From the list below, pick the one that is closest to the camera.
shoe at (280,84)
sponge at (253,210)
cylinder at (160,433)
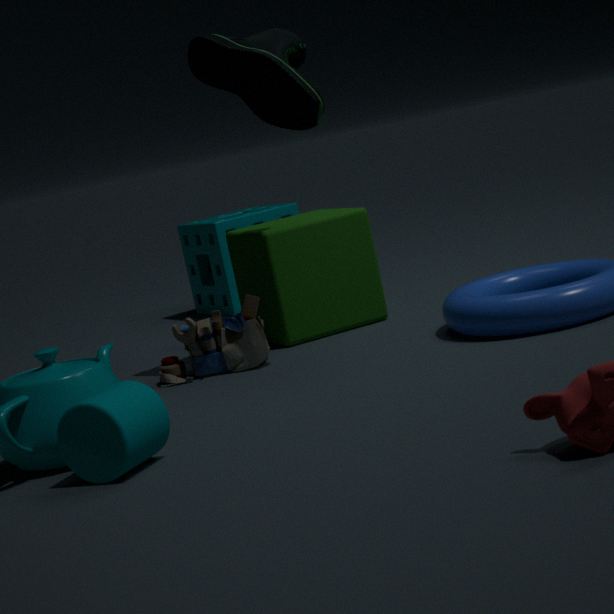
cylinder at (160,433)
